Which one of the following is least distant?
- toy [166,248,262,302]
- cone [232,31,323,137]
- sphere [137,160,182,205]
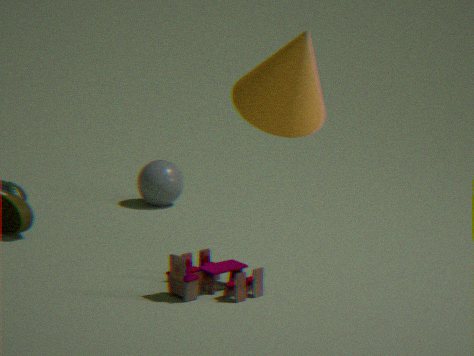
cone [232,31,323,137]
